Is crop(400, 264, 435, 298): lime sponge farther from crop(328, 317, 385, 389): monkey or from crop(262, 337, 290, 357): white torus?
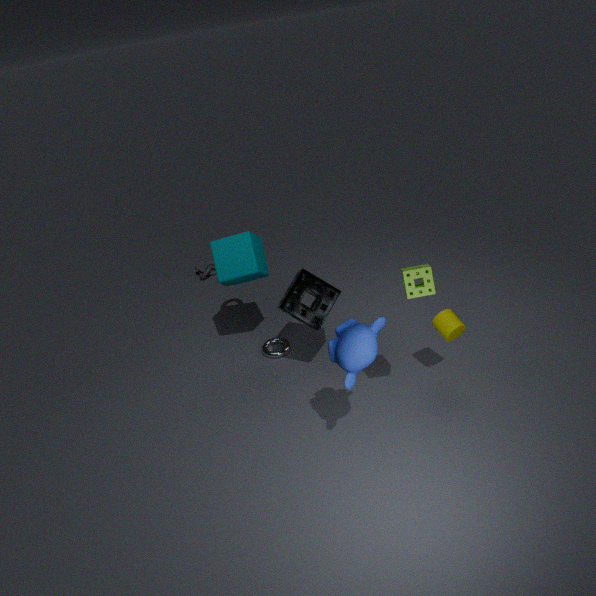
crop(262, 337, 290, 357): white torus
